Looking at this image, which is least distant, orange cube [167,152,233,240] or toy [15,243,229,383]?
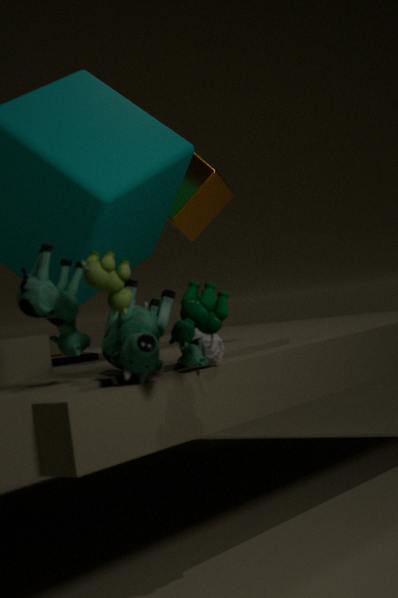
toy [15,243,229,383]
